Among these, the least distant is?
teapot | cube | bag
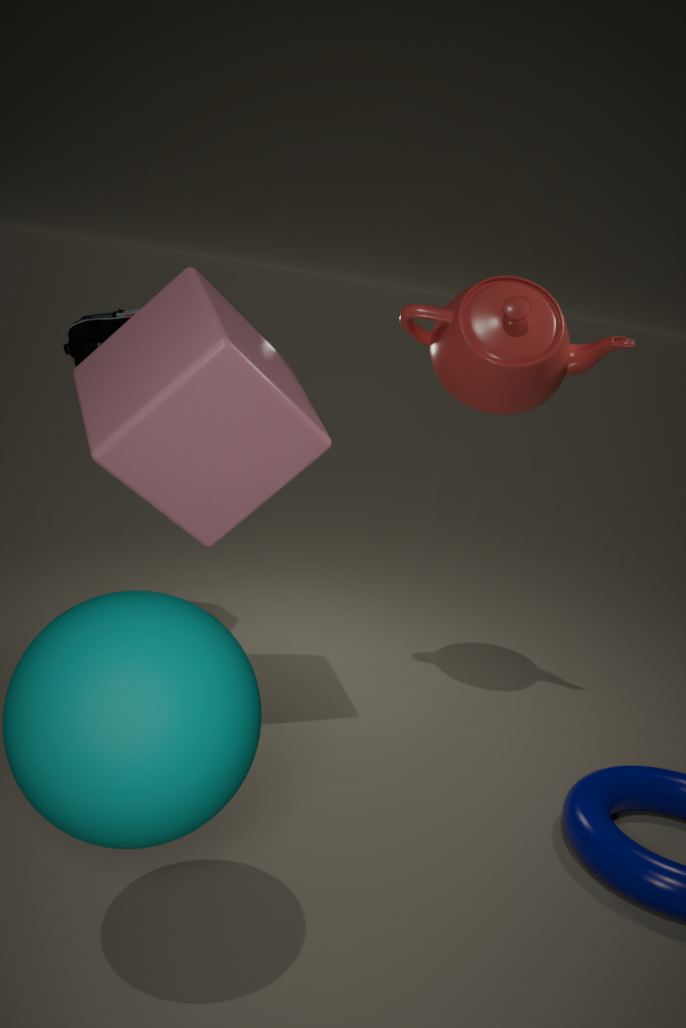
cube
